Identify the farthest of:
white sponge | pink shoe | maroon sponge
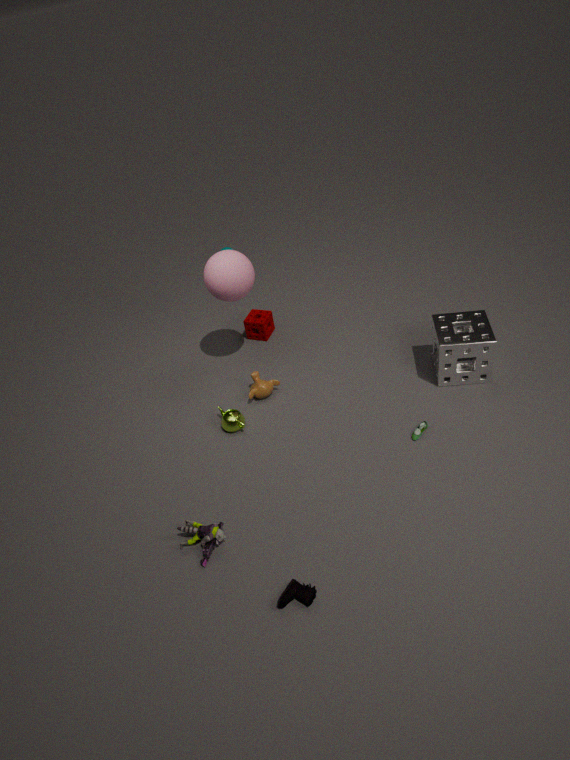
maroon sponge
